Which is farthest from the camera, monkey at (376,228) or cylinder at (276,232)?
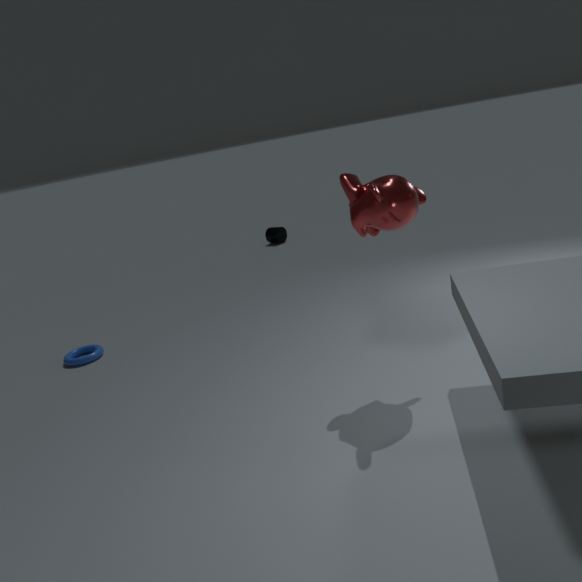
cylinder at (276,232)
